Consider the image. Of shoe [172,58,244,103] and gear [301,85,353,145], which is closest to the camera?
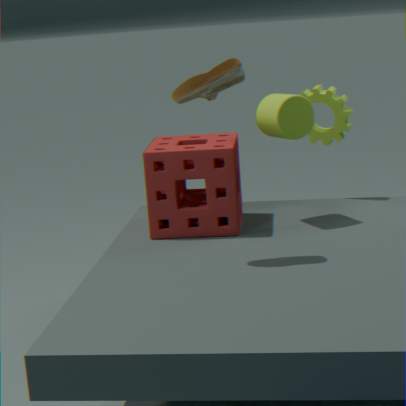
shoe [172,58,244,103]
